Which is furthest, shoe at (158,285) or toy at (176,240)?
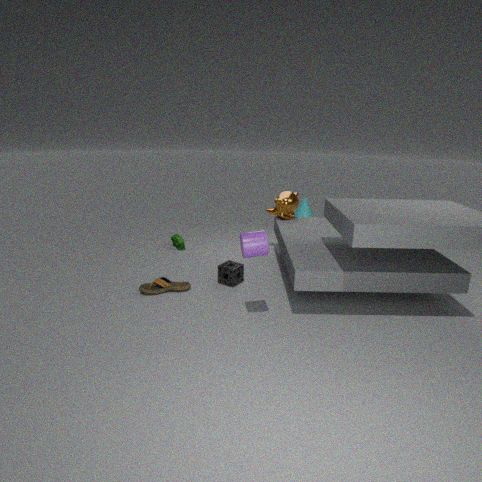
toy at (176,240)
